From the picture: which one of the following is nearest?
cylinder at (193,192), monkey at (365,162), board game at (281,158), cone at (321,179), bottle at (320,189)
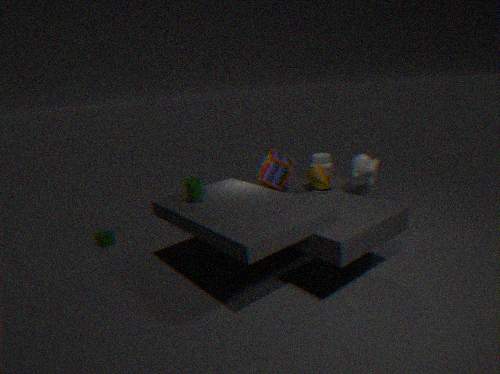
cylinder at (193,192)
